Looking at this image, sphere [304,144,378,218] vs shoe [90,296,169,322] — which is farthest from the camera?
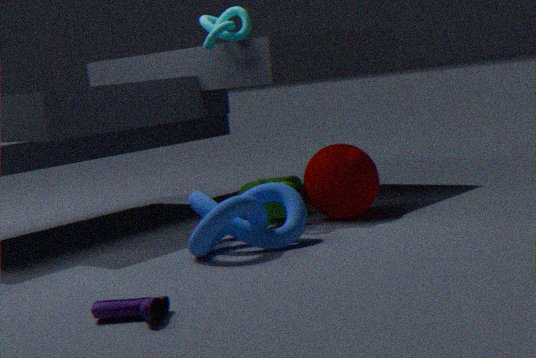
sphere [304,144,378,218]
